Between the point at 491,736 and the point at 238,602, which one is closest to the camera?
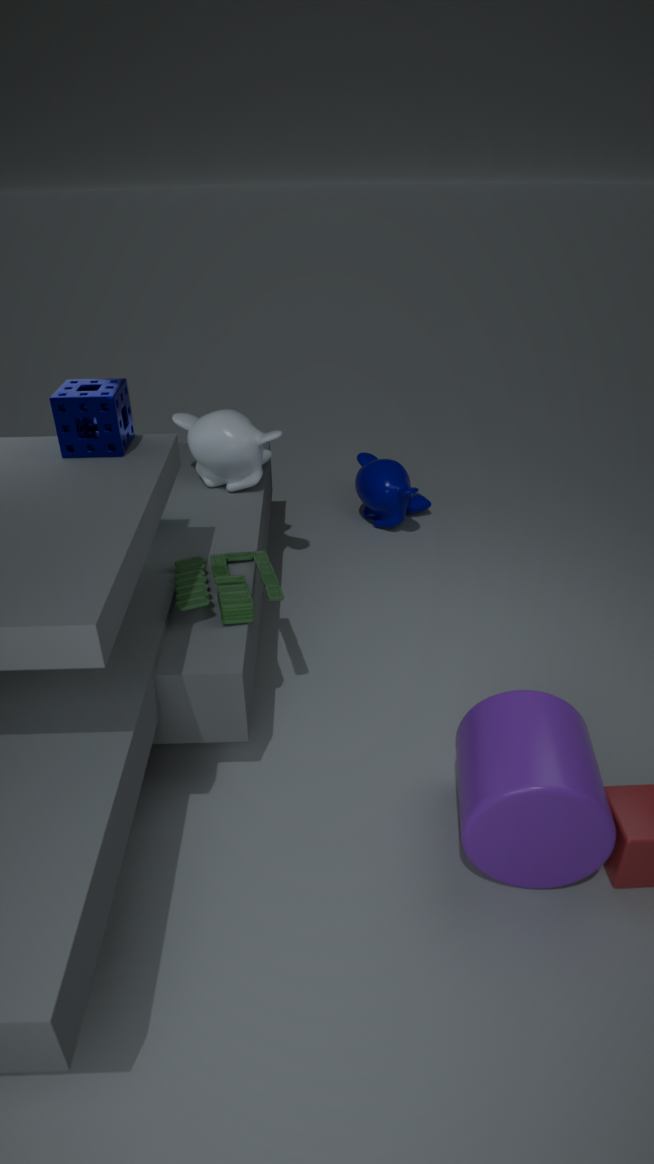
the point at 491,736
